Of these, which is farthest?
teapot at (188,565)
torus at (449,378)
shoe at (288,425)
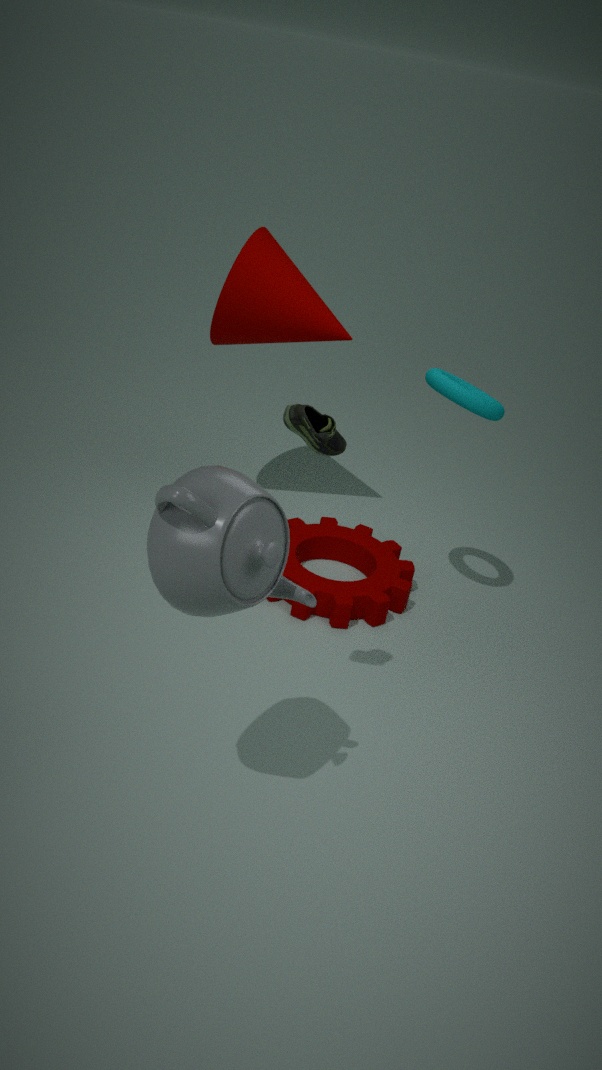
torus at (449,378)
